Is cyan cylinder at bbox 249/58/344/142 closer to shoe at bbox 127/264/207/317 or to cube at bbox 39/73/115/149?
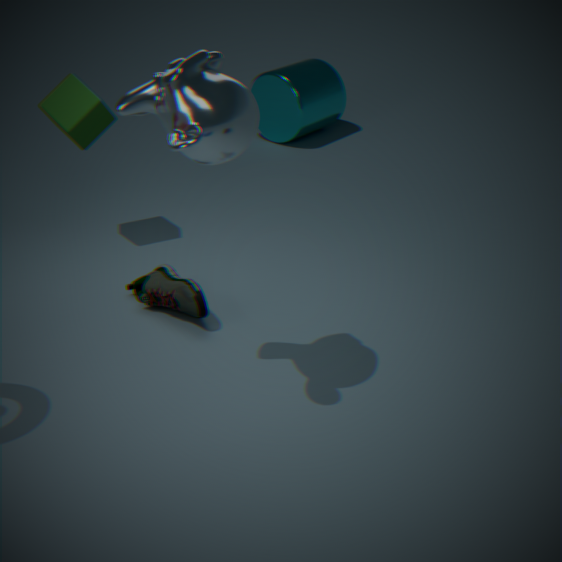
cube at bbox 39/73/115/149
